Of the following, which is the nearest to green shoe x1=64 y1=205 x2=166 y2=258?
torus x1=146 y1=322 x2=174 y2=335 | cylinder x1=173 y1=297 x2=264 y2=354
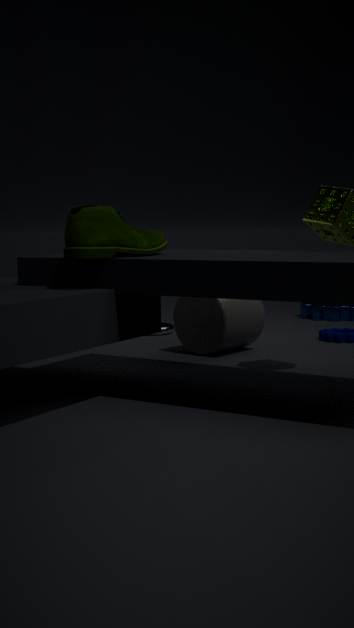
cylinder x1=173 y1=297 x2=264 y2=354
